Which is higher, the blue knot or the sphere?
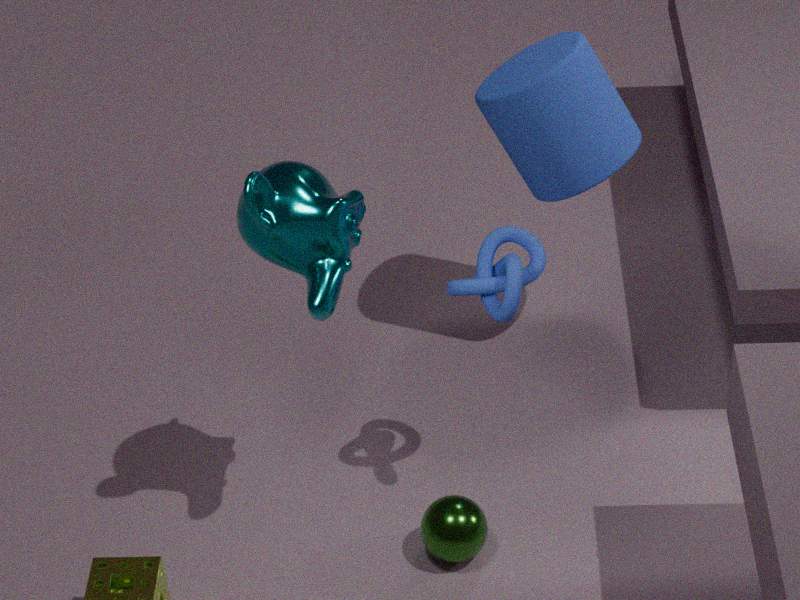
the blue knot
